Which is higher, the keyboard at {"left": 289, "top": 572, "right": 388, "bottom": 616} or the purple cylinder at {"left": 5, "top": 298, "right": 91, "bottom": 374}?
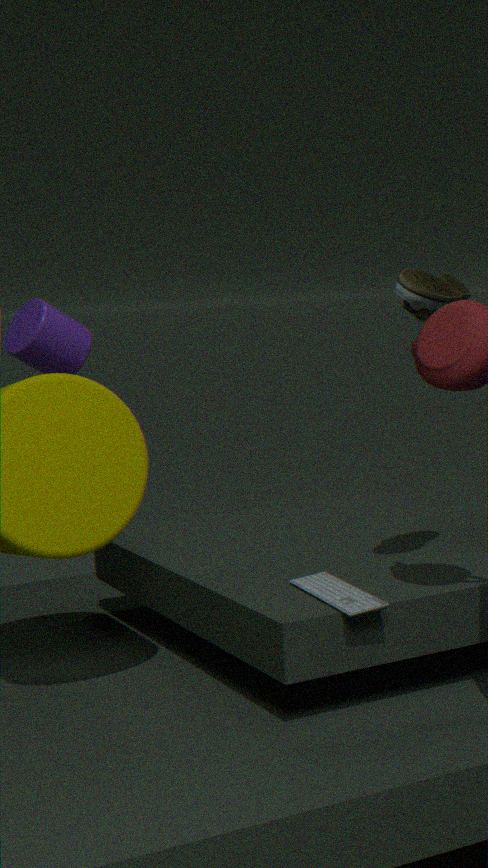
the purple cylinder at {"left": 5, "top": 298, "right": 91, "bottom": 374}
